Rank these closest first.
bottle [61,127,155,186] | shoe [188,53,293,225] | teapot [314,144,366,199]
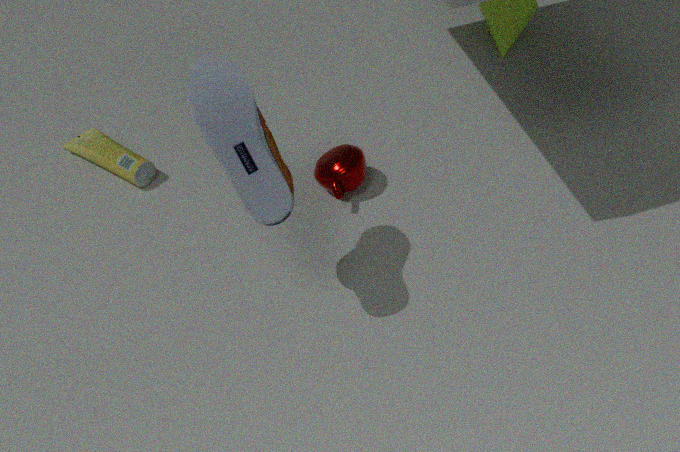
shoe [188,53,293,225], teapot [314,144,366,199], bottle [61,127,155,186]
